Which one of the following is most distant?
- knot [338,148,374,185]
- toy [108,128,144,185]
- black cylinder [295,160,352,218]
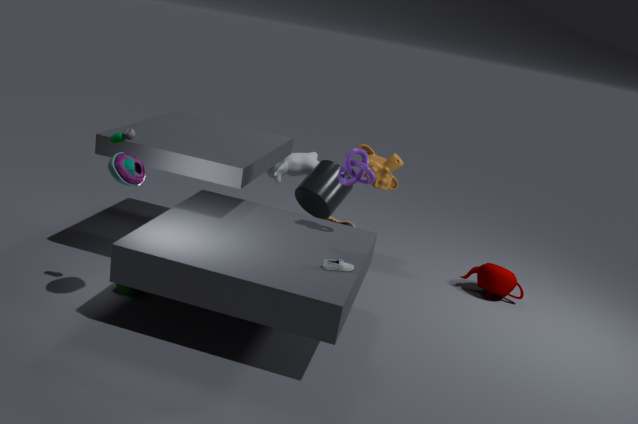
black cylinder [295,160,352,218]
